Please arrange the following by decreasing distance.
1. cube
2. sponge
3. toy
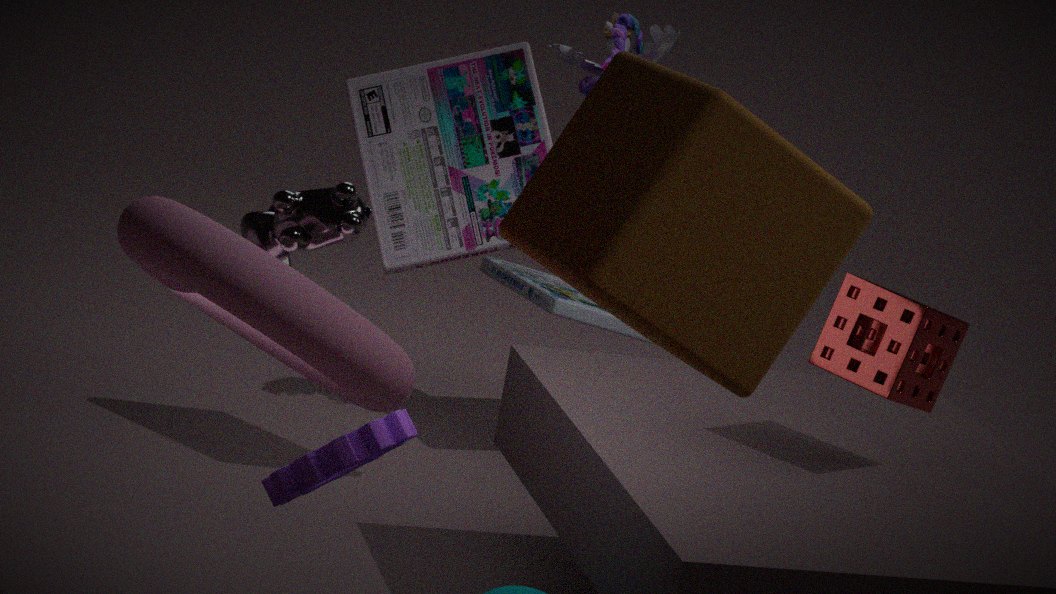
toy
sponge
cube
